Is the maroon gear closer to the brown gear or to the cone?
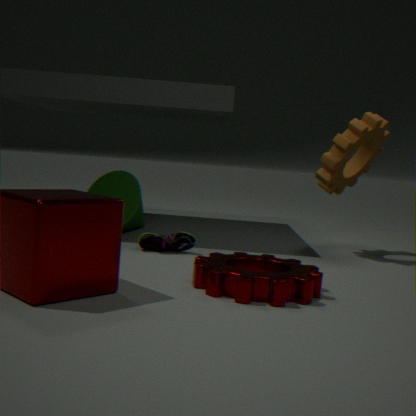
the brown gear
